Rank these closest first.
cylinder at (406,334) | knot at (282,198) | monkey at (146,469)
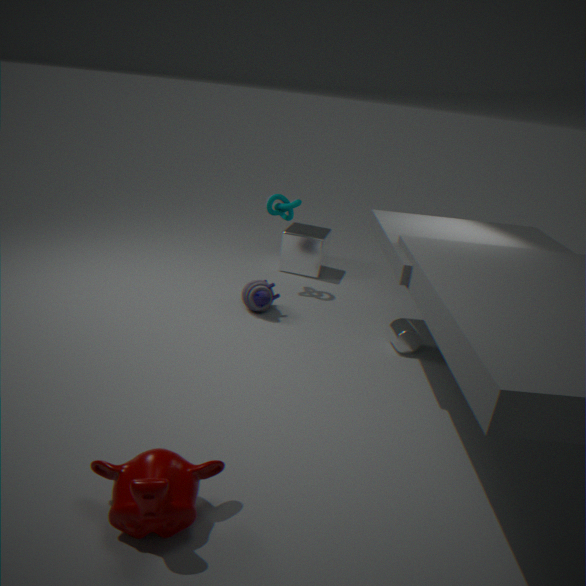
1. monkey at (146,469)
2. cylinder at (406,334)
3. knot at (282,198)
